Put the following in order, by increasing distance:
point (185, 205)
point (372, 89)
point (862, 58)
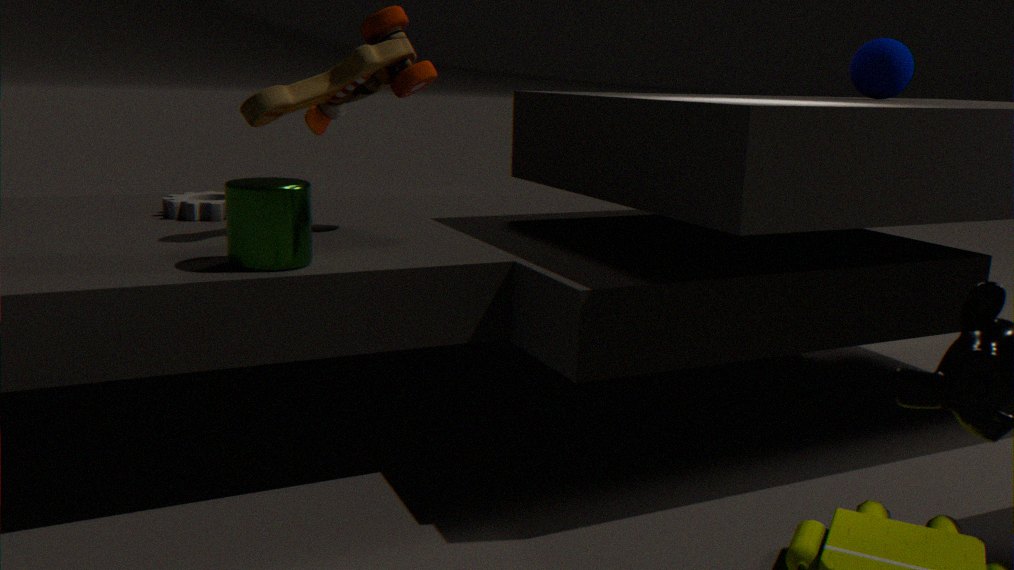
point (372, 89)
point (185, 205)
point (862, 58)
